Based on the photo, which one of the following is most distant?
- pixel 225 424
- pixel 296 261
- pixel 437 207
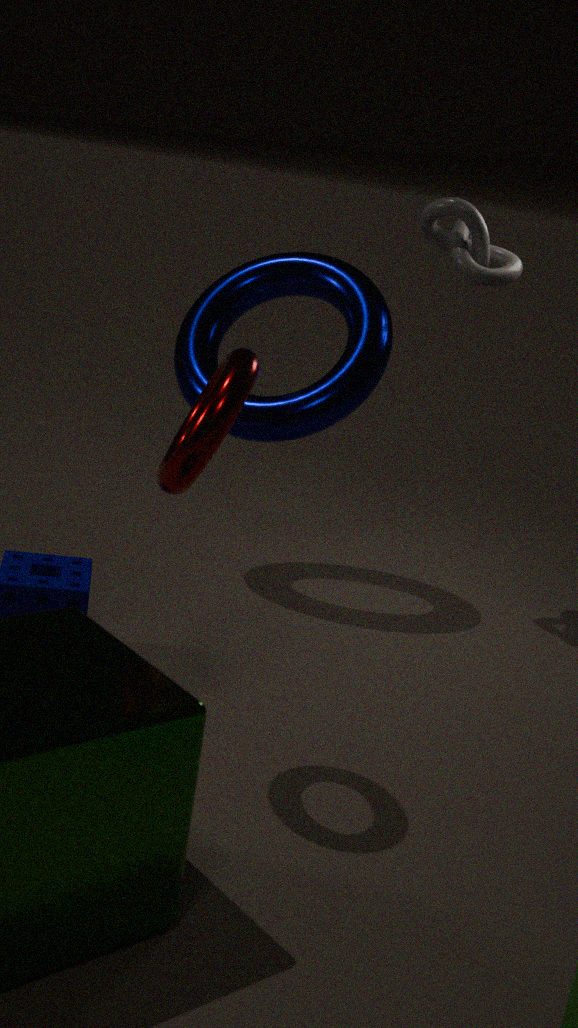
pixel 296 261
